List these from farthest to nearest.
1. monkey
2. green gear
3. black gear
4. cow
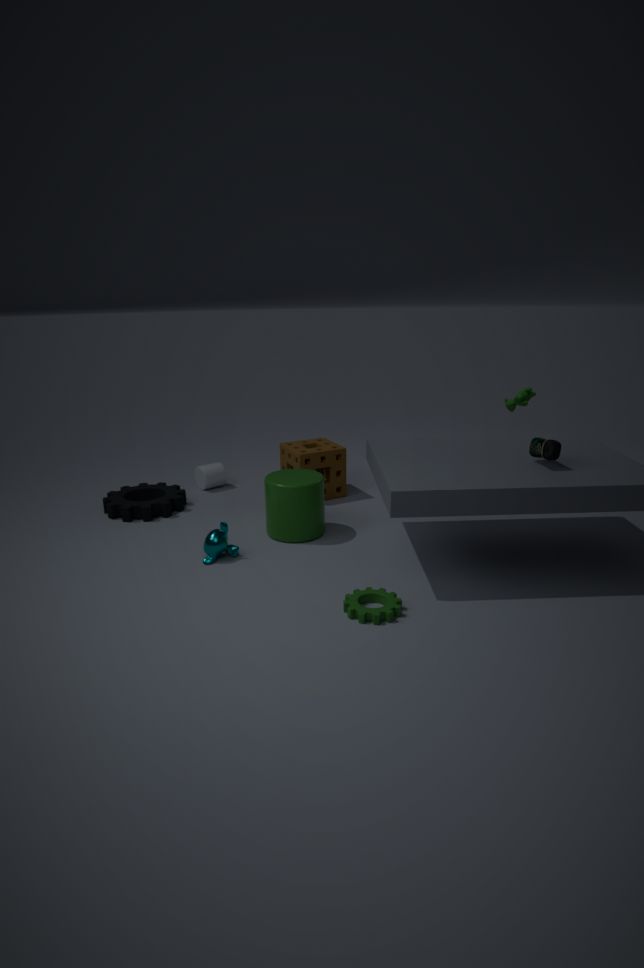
1. cow
2. black gear
3. monkey
4. green gear
